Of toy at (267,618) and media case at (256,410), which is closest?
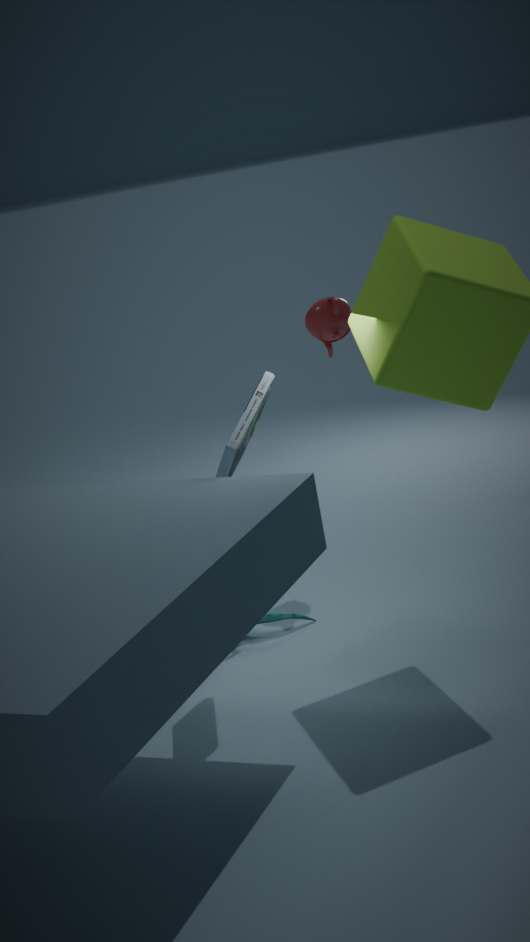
media case at (256,410)
